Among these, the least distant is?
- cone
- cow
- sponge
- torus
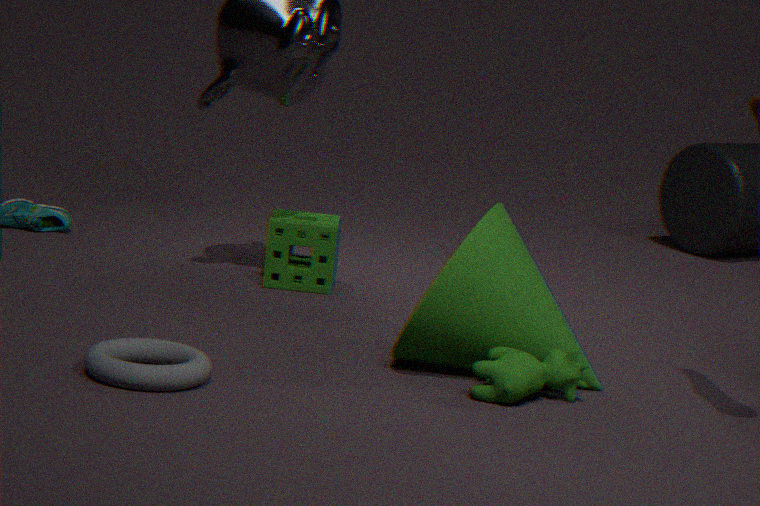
torus
